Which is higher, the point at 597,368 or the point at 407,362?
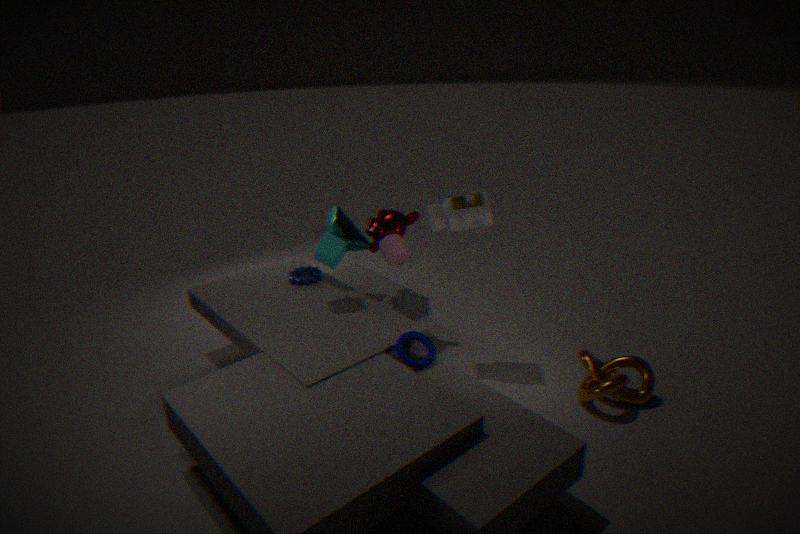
the point at 407,362
